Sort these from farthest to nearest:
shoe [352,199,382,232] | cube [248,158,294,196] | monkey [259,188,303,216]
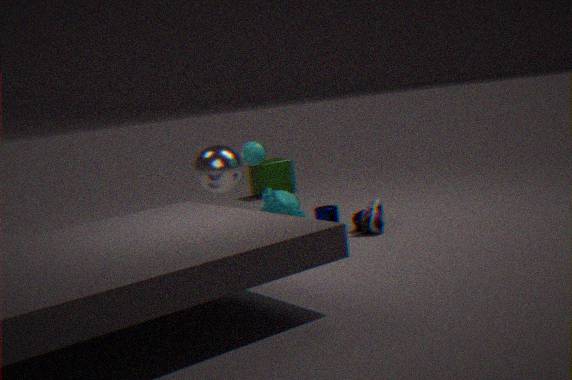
cube [248,158,294,196] → monkey [259,188,303,216] → shoe [352,199,382,232]
